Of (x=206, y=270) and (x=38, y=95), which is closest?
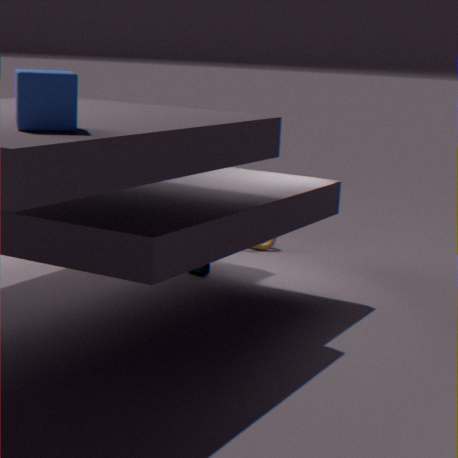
(x=38, y=95)
